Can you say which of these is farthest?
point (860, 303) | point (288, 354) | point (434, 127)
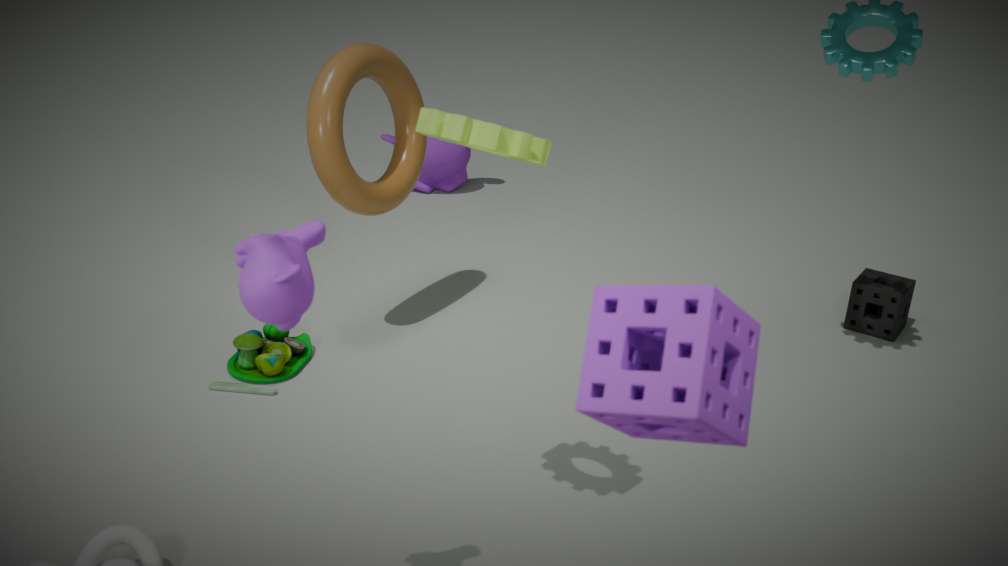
point (860, 303)
